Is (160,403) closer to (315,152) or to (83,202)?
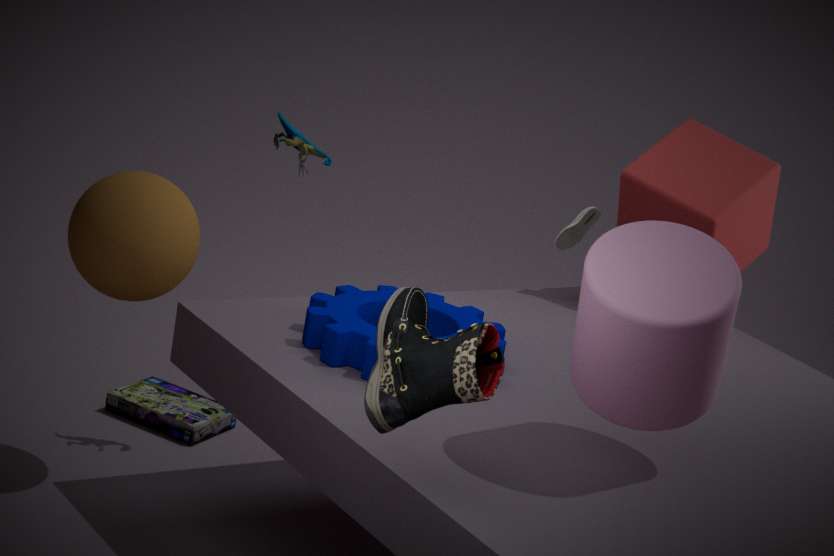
(83,202)
